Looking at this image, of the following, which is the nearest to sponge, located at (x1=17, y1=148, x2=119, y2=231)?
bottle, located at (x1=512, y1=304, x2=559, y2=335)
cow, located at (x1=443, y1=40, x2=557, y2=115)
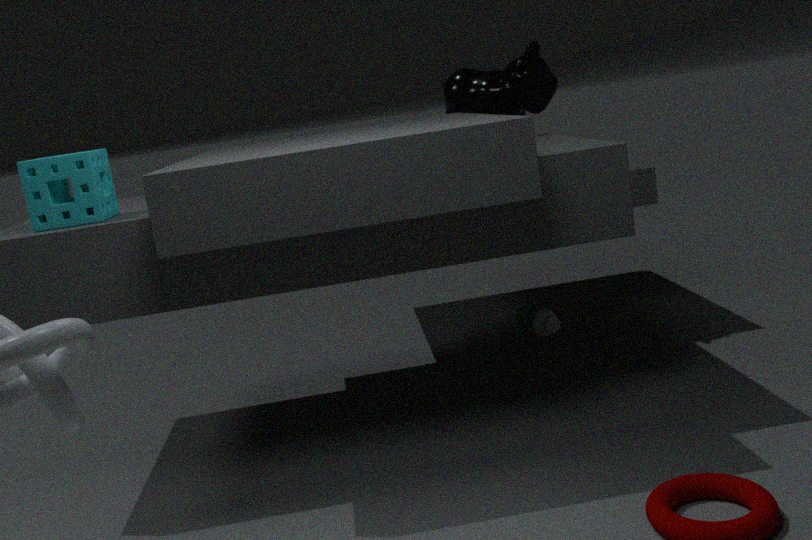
cow, located at (x1=443, y1=40, x2=557, y2=115)
